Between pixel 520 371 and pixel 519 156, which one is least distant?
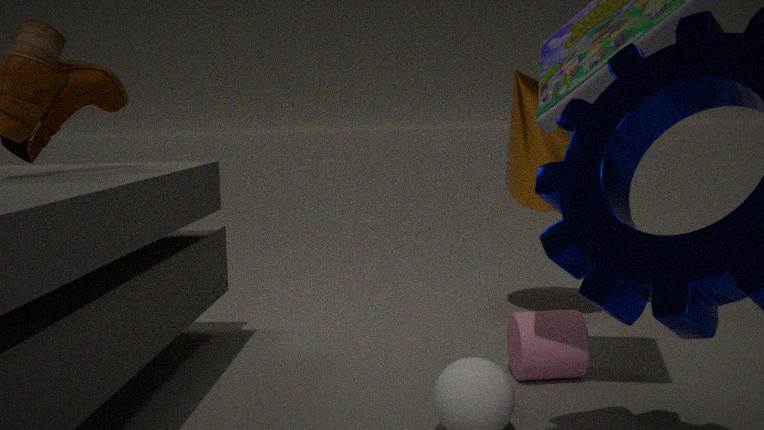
pixel 520 371
